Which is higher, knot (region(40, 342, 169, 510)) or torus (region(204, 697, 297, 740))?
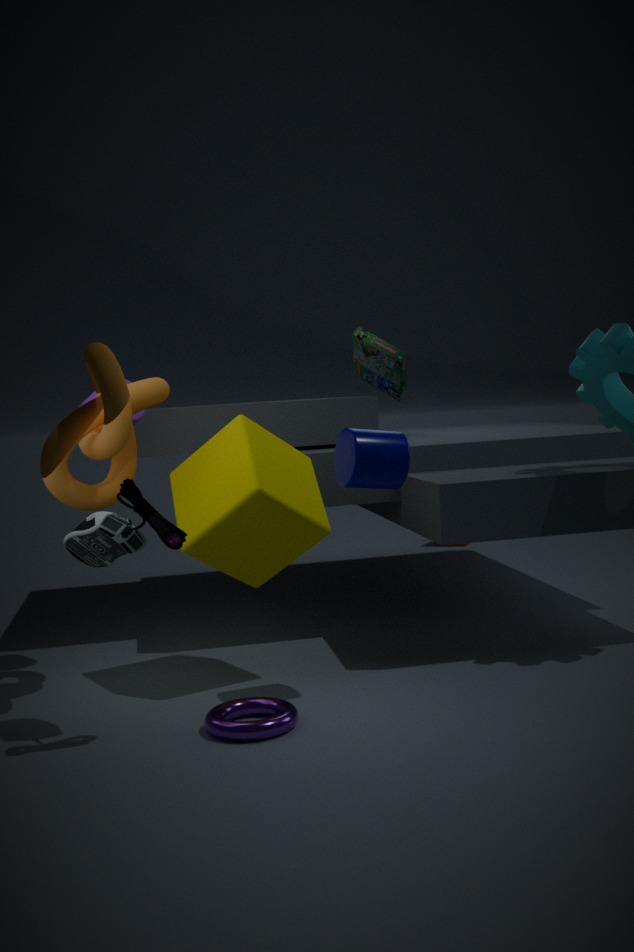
knot (region(40, 342, 169, 510))
